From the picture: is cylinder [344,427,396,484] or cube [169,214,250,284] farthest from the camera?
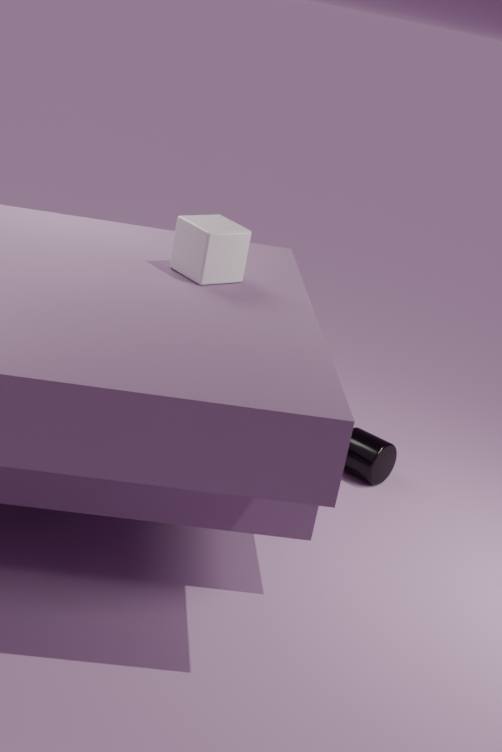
cylinder [344,427,396,484]
